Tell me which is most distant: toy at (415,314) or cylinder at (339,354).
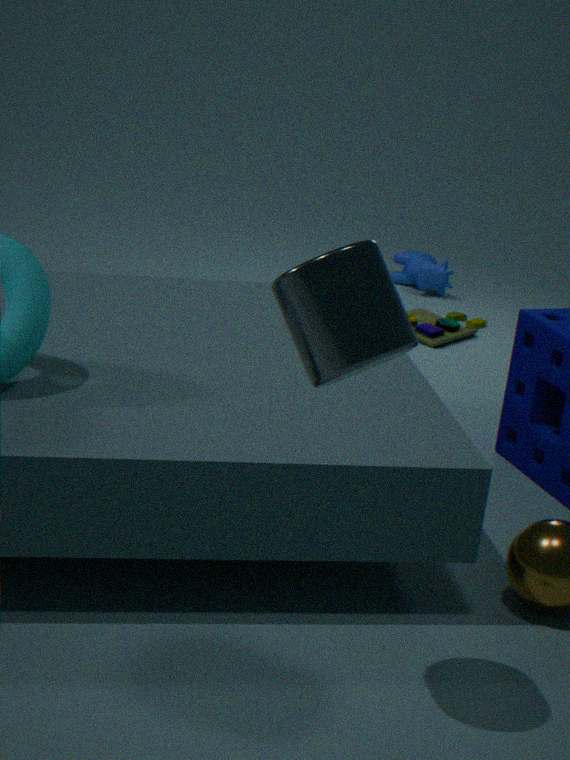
toy at (415,314)
